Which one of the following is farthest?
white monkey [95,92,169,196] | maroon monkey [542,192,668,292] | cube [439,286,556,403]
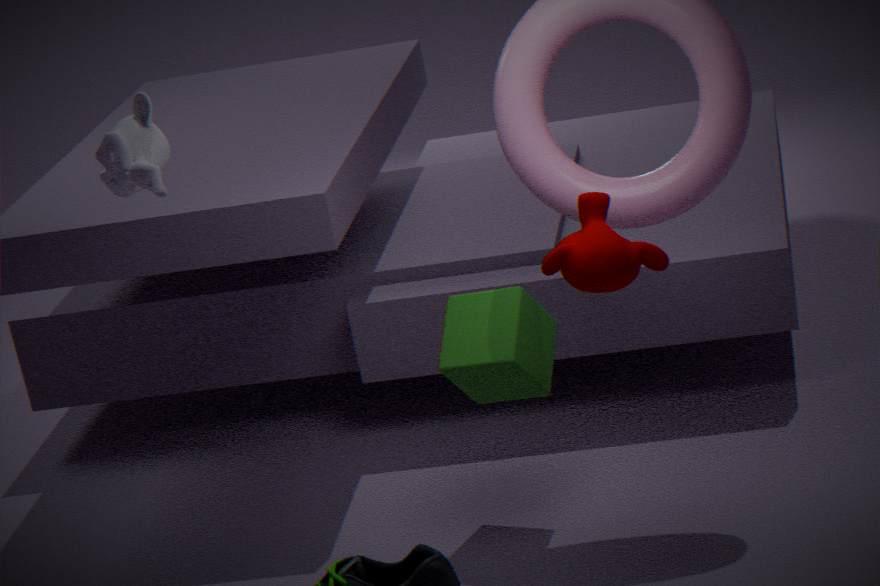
cube [439,286,556,403]
